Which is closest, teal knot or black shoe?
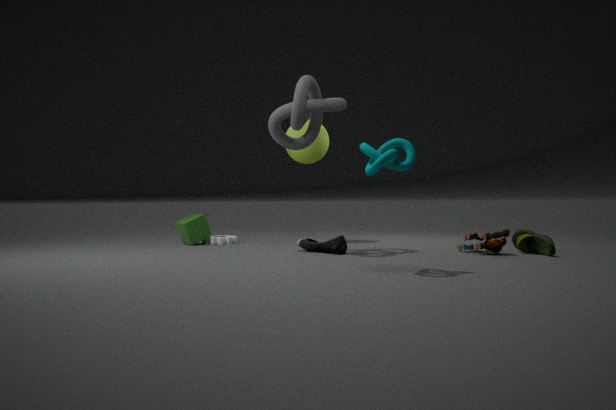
teal knot
